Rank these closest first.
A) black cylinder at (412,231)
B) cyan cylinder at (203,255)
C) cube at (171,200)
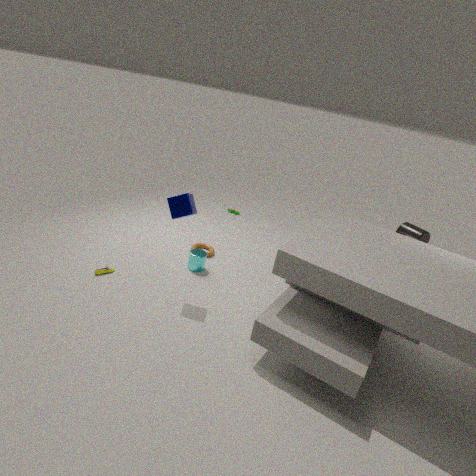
cube at (171,200) < cyan cylinder at (203,255) < black cylinder at (412,231)
